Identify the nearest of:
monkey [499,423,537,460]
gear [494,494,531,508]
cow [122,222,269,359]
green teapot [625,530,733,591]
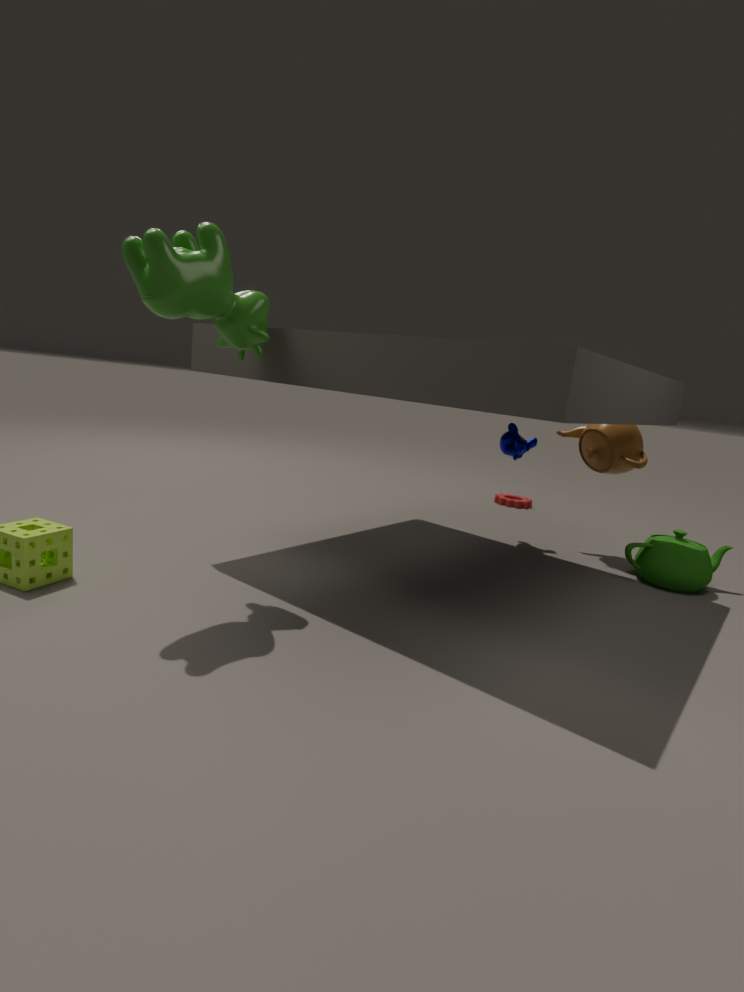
cow [122,222,269,359]
